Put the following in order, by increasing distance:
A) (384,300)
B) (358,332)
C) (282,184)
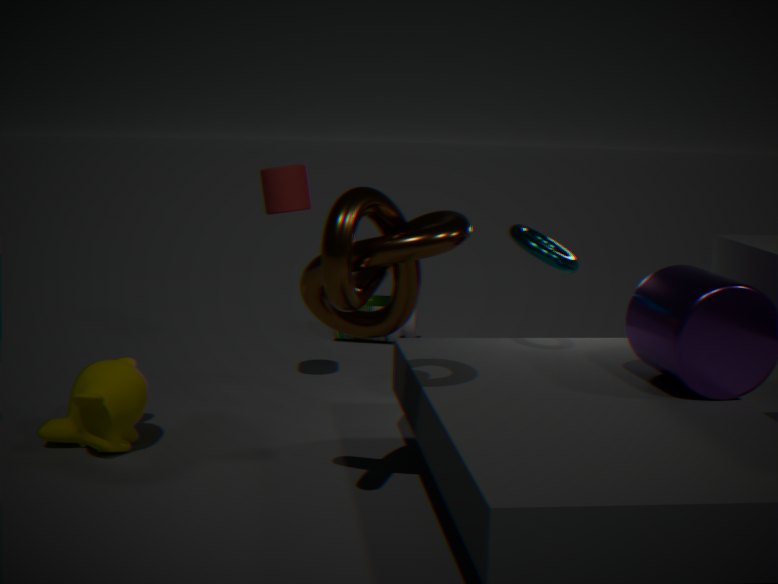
(358,332)
(282,184)
(384,300)
